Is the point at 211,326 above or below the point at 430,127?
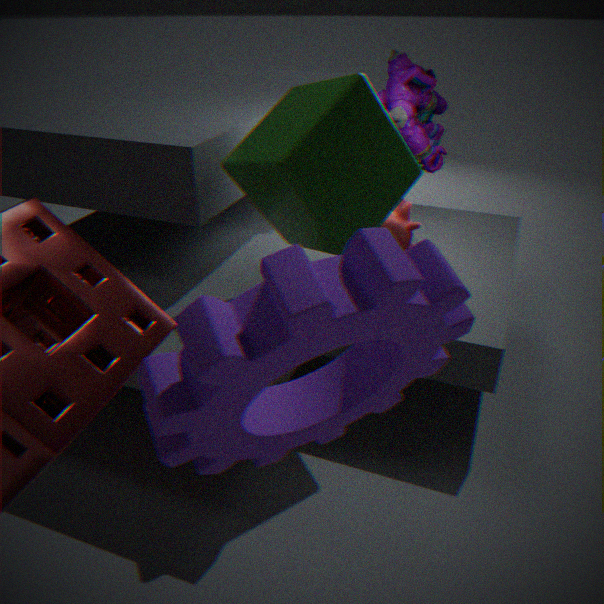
below
